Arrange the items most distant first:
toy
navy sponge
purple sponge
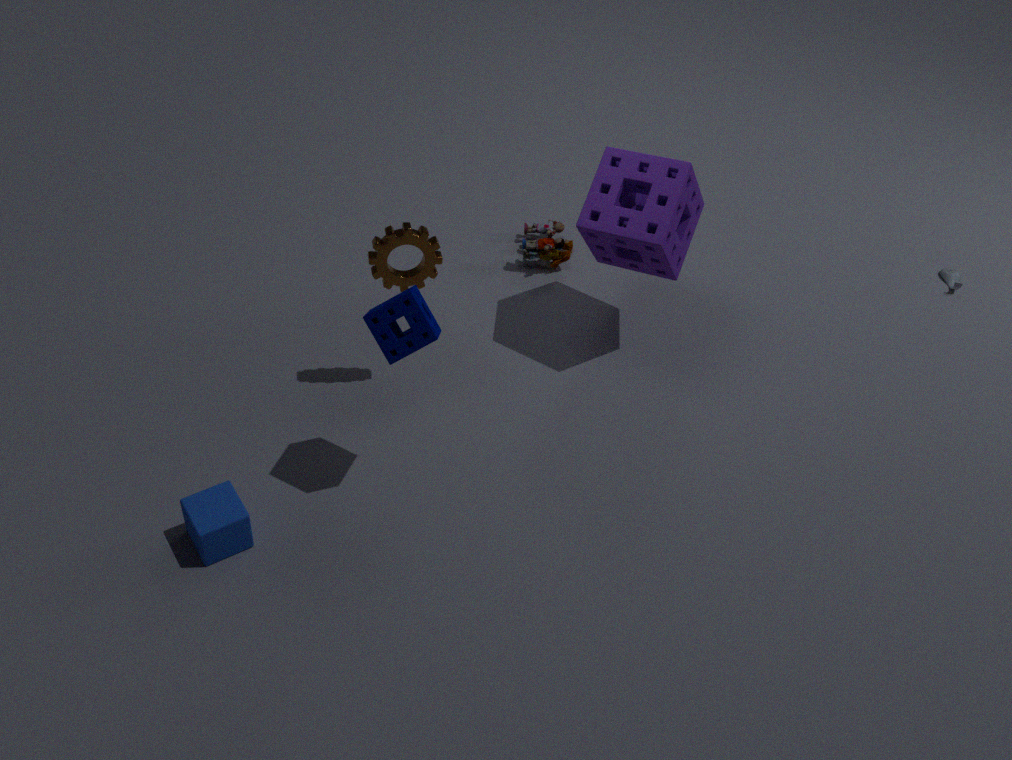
1. toy
2. purple sponge
3. navy sponge
